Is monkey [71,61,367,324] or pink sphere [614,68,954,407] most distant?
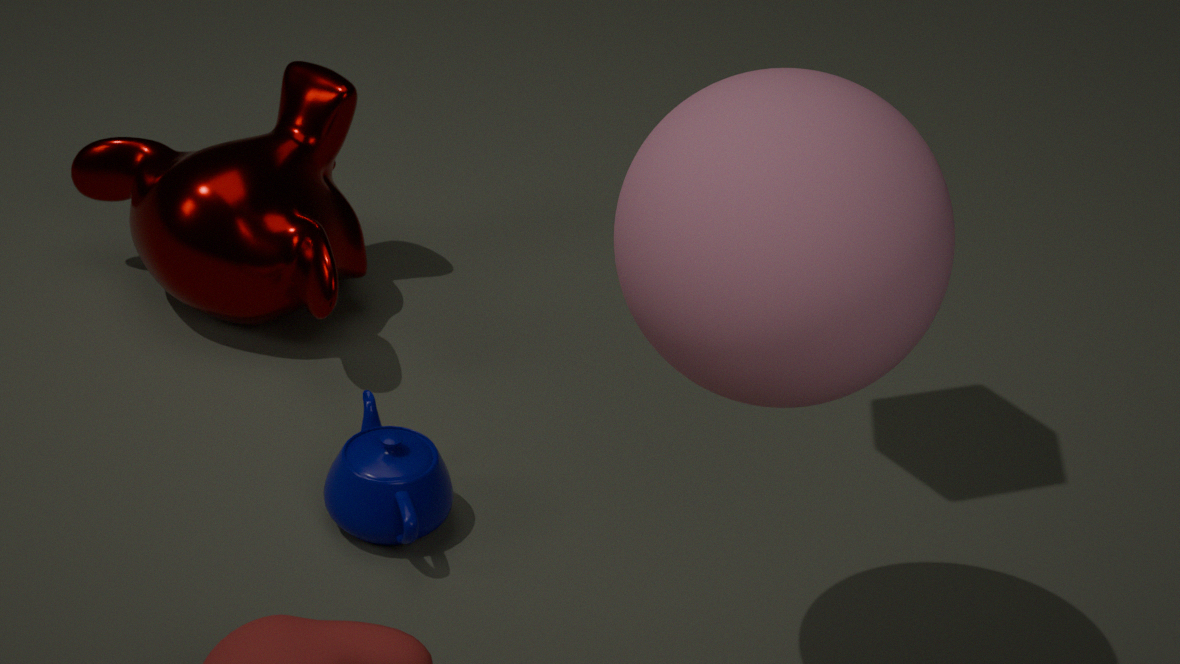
monkey [71,61,367,324]
